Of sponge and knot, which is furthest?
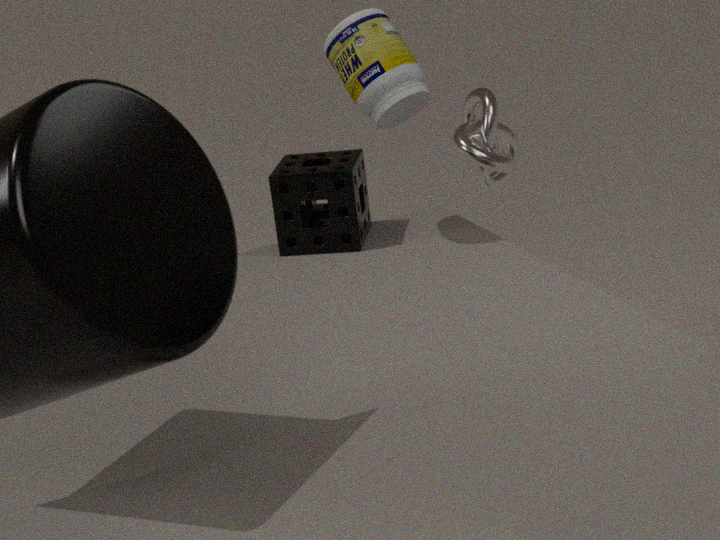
knot
